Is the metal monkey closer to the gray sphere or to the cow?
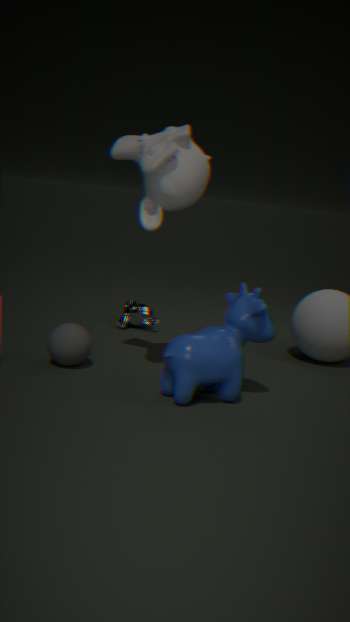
the gray sphere
